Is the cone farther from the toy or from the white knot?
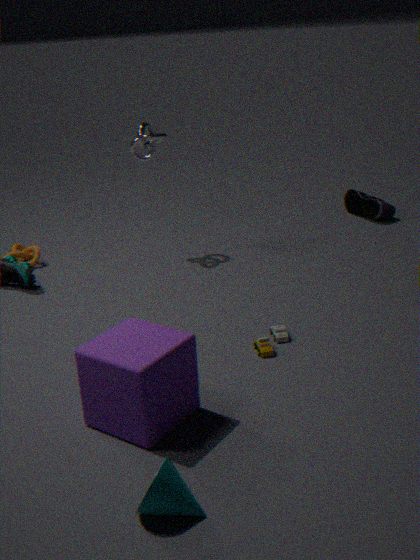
the white knot
